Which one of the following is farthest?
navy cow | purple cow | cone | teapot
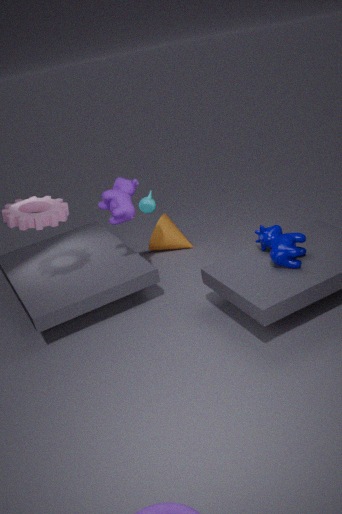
cone
